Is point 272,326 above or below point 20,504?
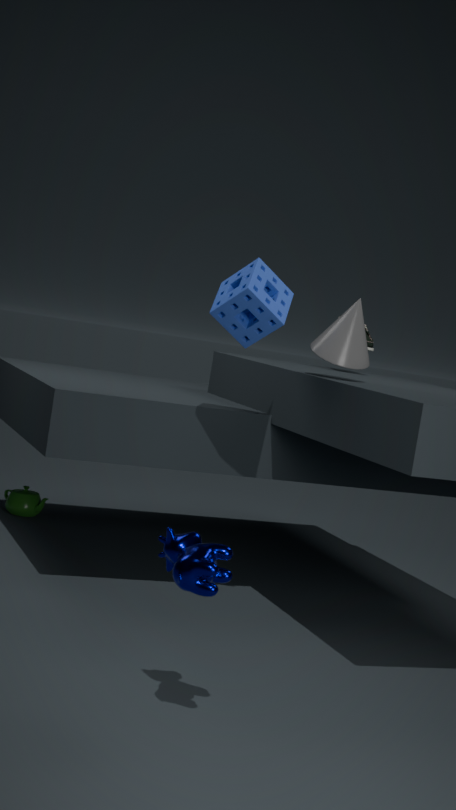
above
